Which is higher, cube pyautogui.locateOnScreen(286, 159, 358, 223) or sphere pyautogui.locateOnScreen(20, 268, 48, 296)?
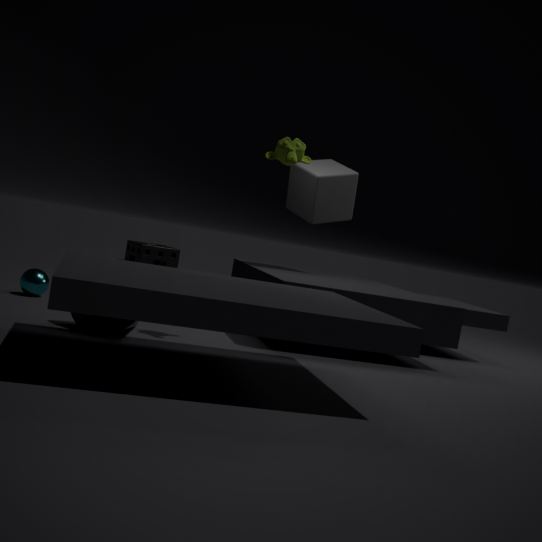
cube pyautogui.locateOnScreen(286, 159, 358, 223)
